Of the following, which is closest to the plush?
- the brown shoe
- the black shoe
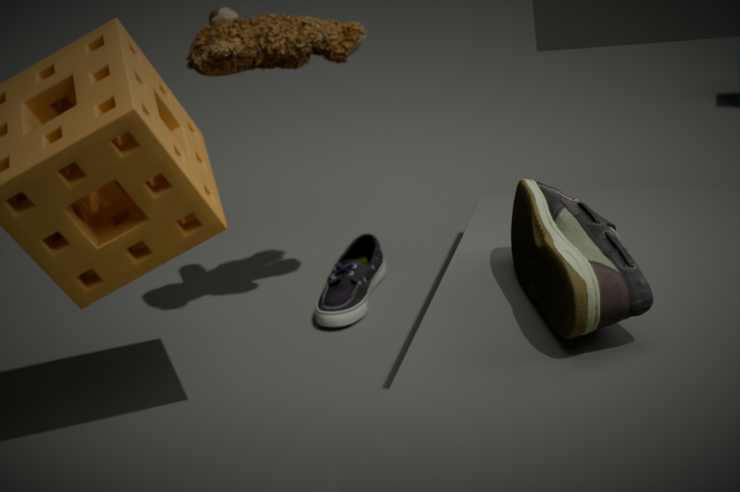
the black shoe
